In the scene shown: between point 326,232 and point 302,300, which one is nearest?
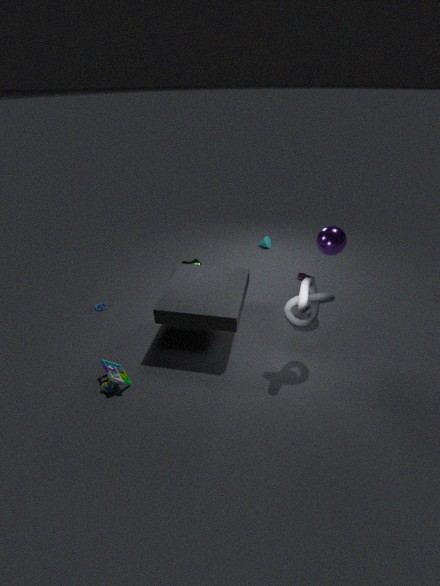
point 302,300
